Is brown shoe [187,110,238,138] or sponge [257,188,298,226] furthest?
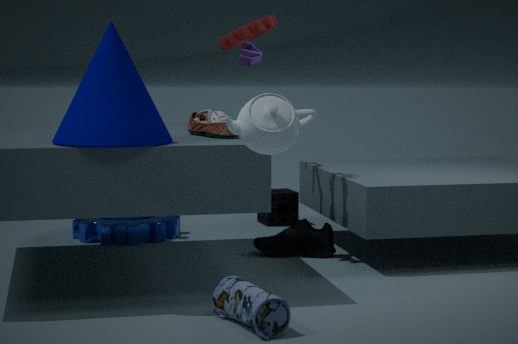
sponge [257,188,298,226]
